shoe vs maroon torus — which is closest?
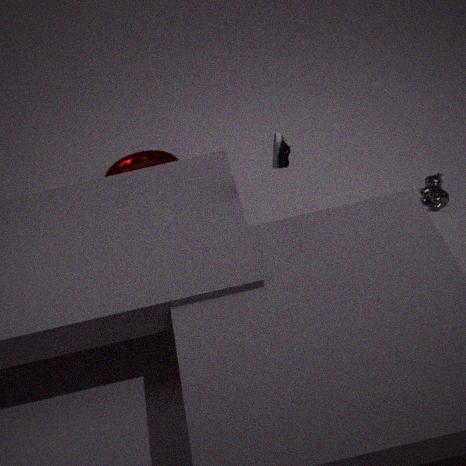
shoe
